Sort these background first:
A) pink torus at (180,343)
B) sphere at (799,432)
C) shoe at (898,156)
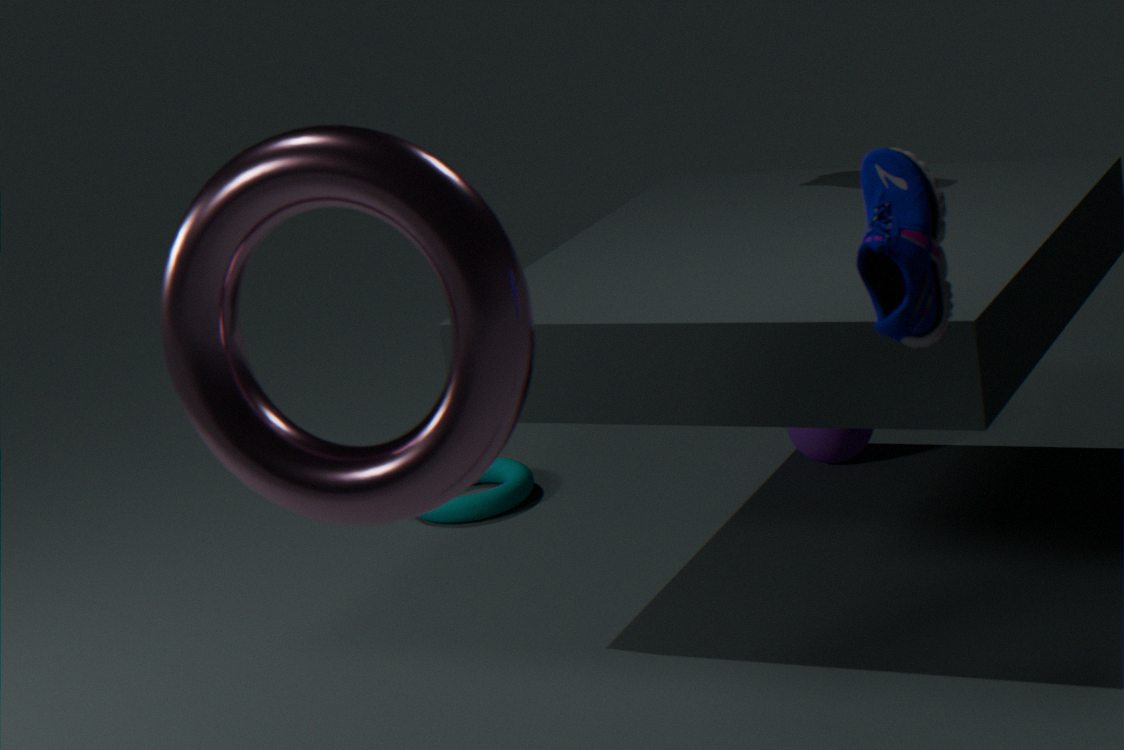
sphere at (799,432) < pink torus at (180,343) < shoe at (898,156)
